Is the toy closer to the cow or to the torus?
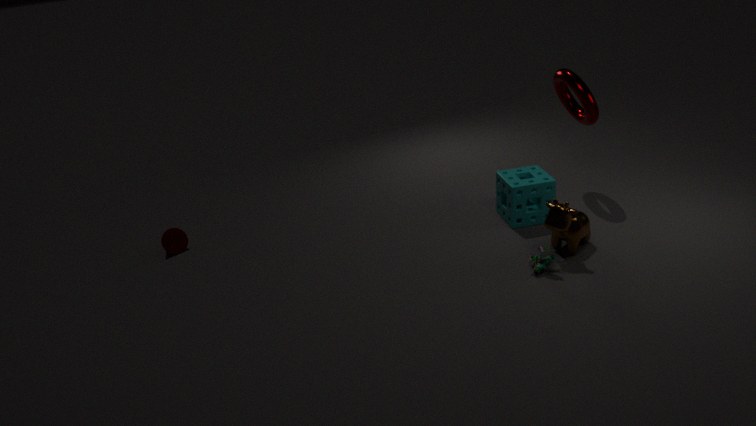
the cow
